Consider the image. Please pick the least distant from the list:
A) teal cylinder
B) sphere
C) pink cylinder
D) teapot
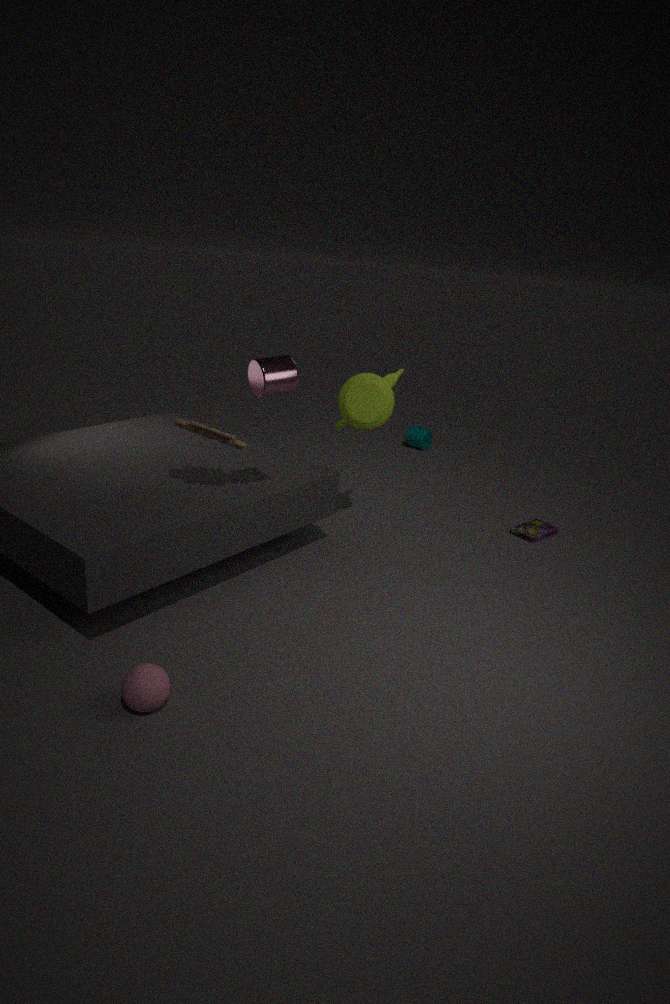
sphere
